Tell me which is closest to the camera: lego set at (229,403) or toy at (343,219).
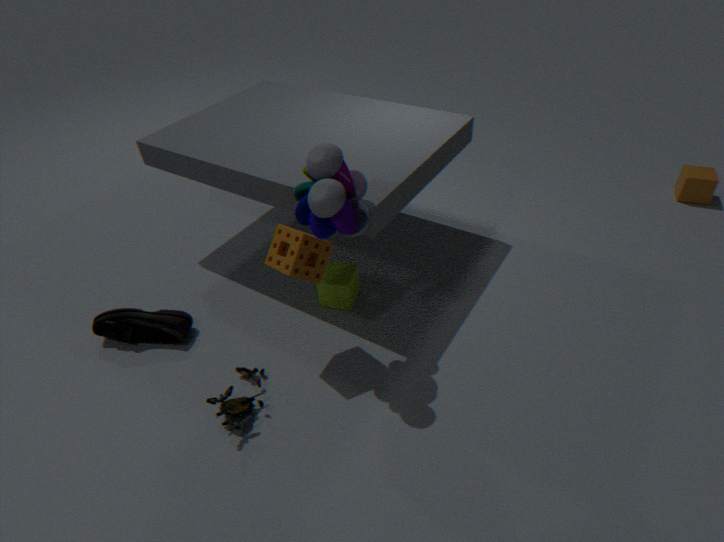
toy at (343,219)
